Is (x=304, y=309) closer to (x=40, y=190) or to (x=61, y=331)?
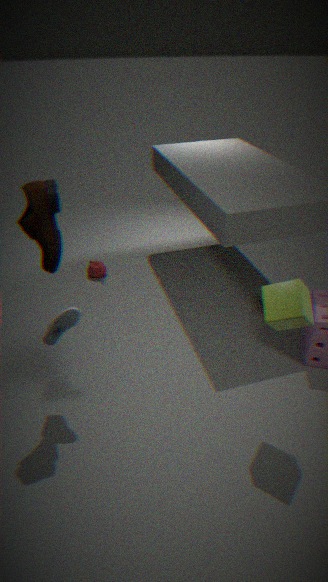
(x=61, y=331)
